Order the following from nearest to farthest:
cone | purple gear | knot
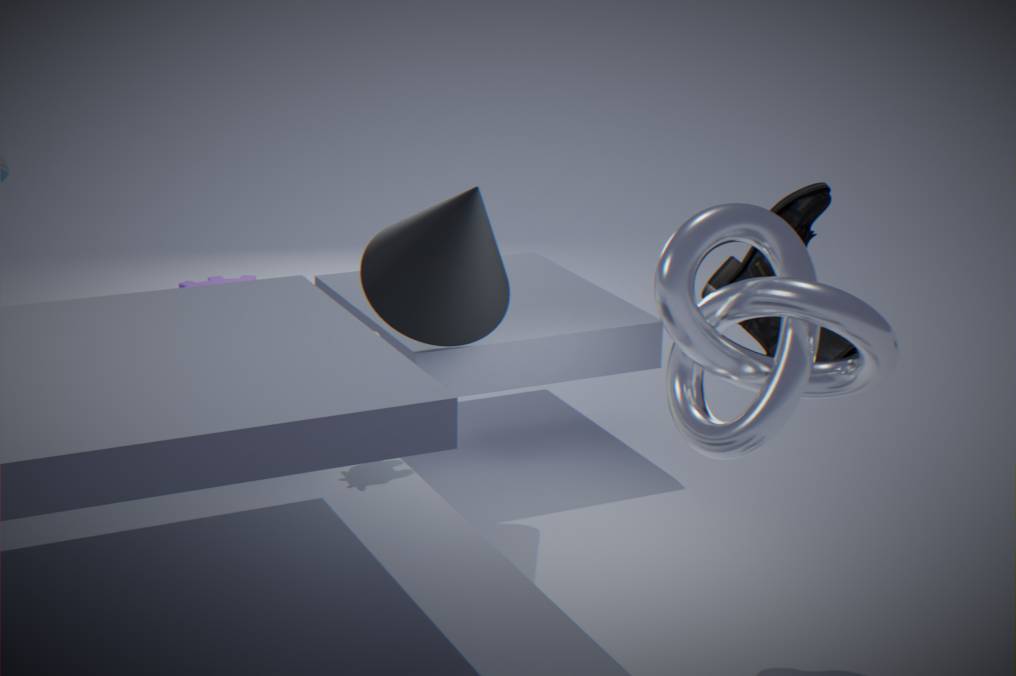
knot, cone, purple gear
